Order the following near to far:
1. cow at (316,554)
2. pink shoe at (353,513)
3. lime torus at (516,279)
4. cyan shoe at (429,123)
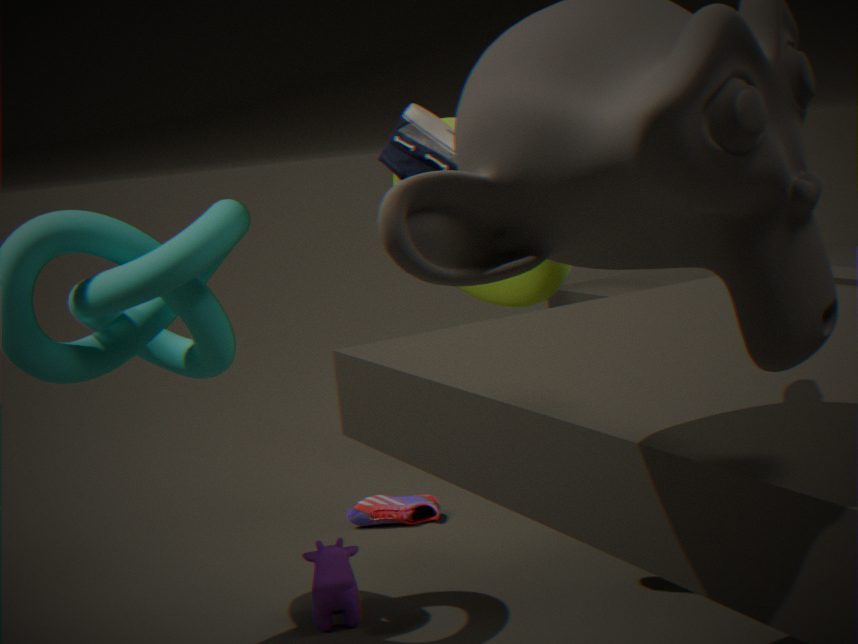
cyan shoe at (429,123)
cow at (316,554)
lime torus at (516,279)
pink shoe at (353,513)
